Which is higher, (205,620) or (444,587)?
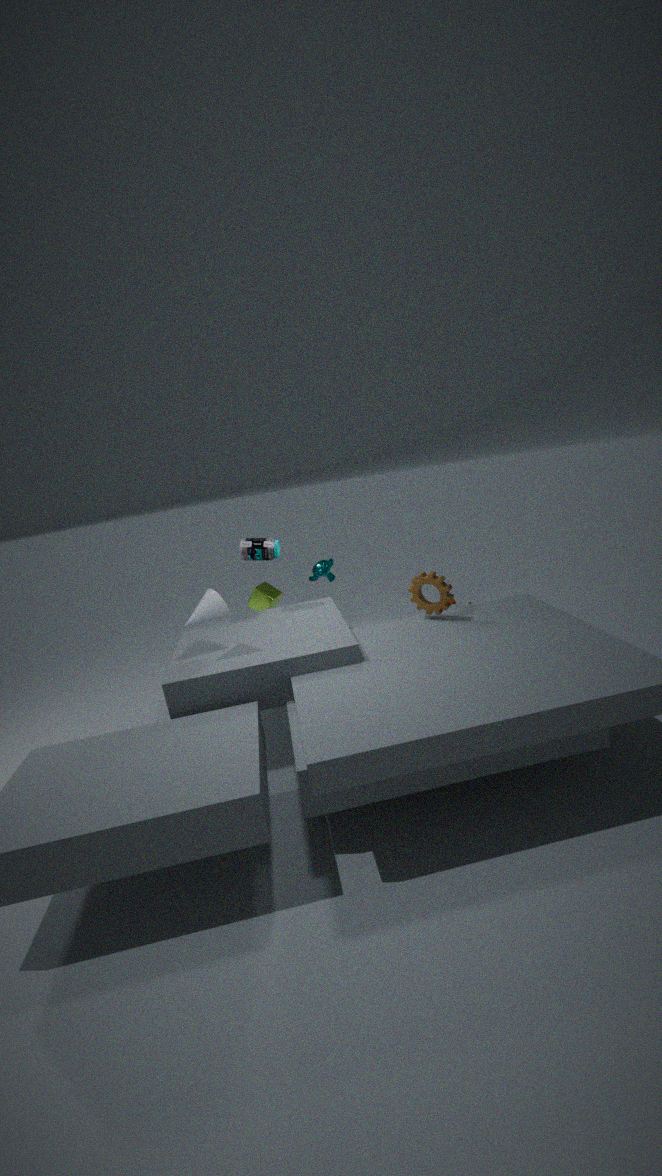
(205,620)
